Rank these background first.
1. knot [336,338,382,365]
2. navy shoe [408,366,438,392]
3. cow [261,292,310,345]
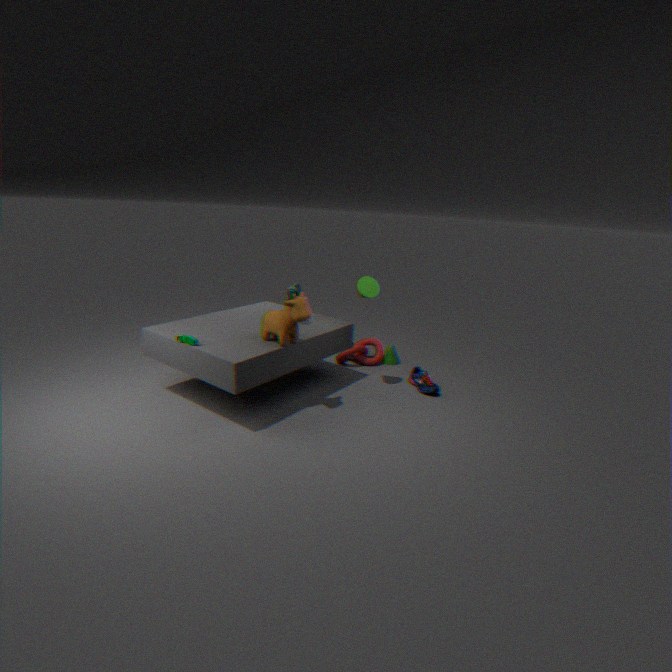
1. knot [336,338,382,365]
2. navy shoe [408,366,438,392]
3. cow [261,292,310,345]
